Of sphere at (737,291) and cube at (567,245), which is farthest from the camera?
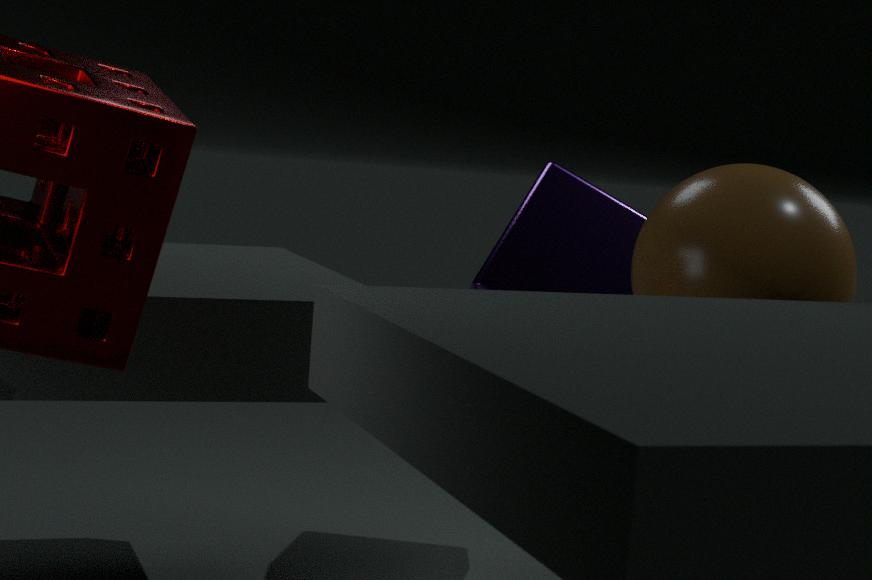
cube at (567,245)
